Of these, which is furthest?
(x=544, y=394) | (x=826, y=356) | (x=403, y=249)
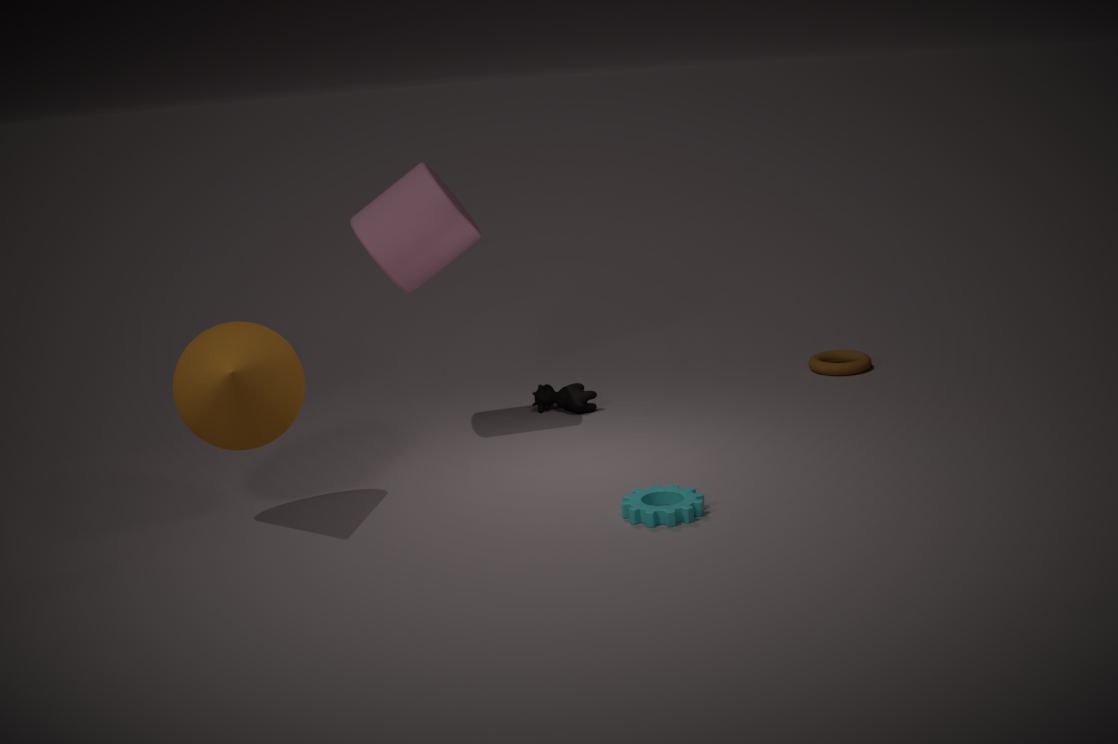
(x=826, y=356)
